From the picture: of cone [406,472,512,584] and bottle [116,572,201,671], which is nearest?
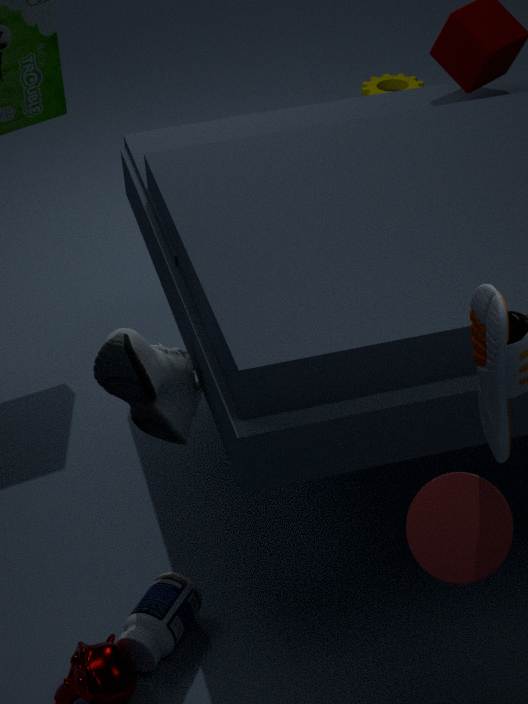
cone [406,472,512,584]
